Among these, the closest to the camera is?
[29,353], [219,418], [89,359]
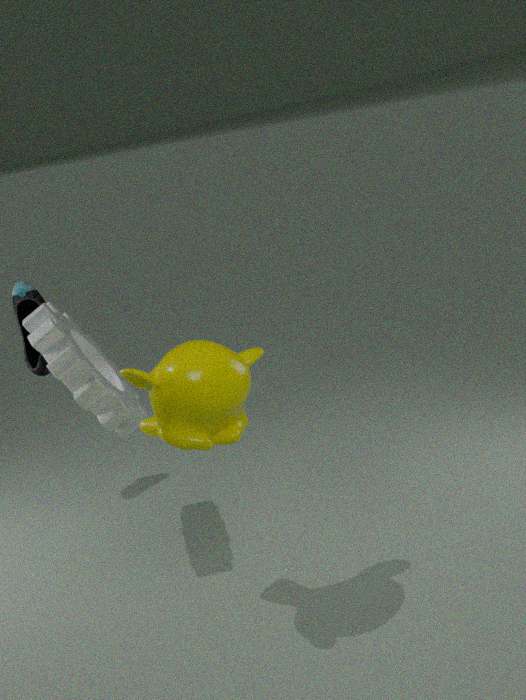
[219,418]
